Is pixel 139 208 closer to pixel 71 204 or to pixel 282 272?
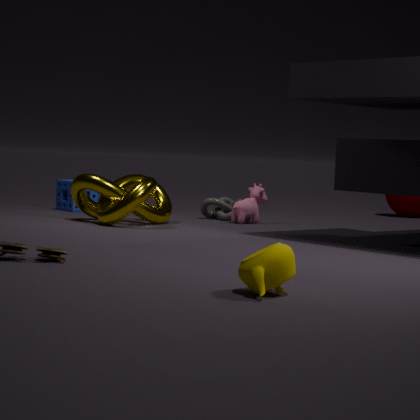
pixel 71 204
